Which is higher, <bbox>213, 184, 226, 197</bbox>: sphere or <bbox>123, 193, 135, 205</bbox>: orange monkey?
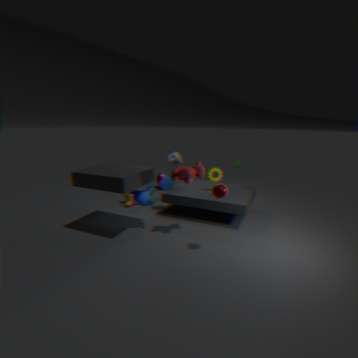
<bbox>213, 184, 226, 197</bbox>: sphere
